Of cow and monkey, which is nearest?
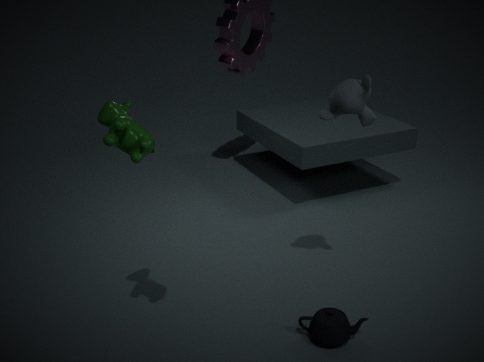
cow
